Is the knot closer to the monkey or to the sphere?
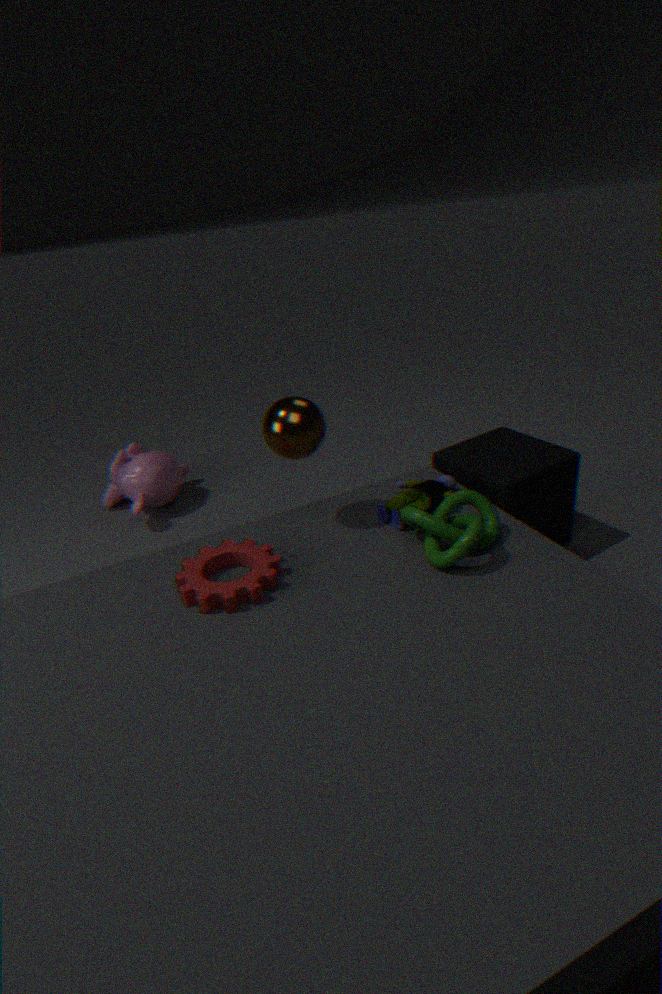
the sphere
